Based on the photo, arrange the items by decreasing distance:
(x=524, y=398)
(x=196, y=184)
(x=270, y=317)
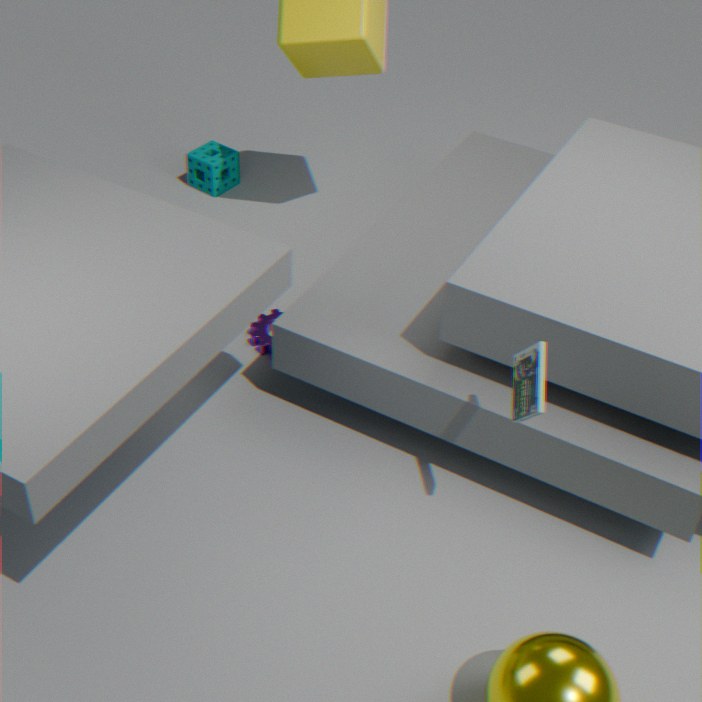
(x=196, y=184)
(x=270, y=317)
(x=524, y=398)
